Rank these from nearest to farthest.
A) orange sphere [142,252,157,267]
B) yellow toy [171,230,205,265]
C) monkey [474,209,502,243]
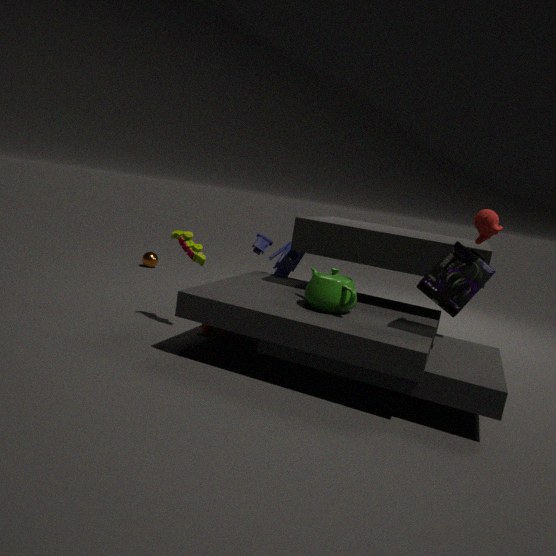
monkey [474,209,502,243]
yellow toy [171,230,205,265]
orange sphere [142,252,157,267]
